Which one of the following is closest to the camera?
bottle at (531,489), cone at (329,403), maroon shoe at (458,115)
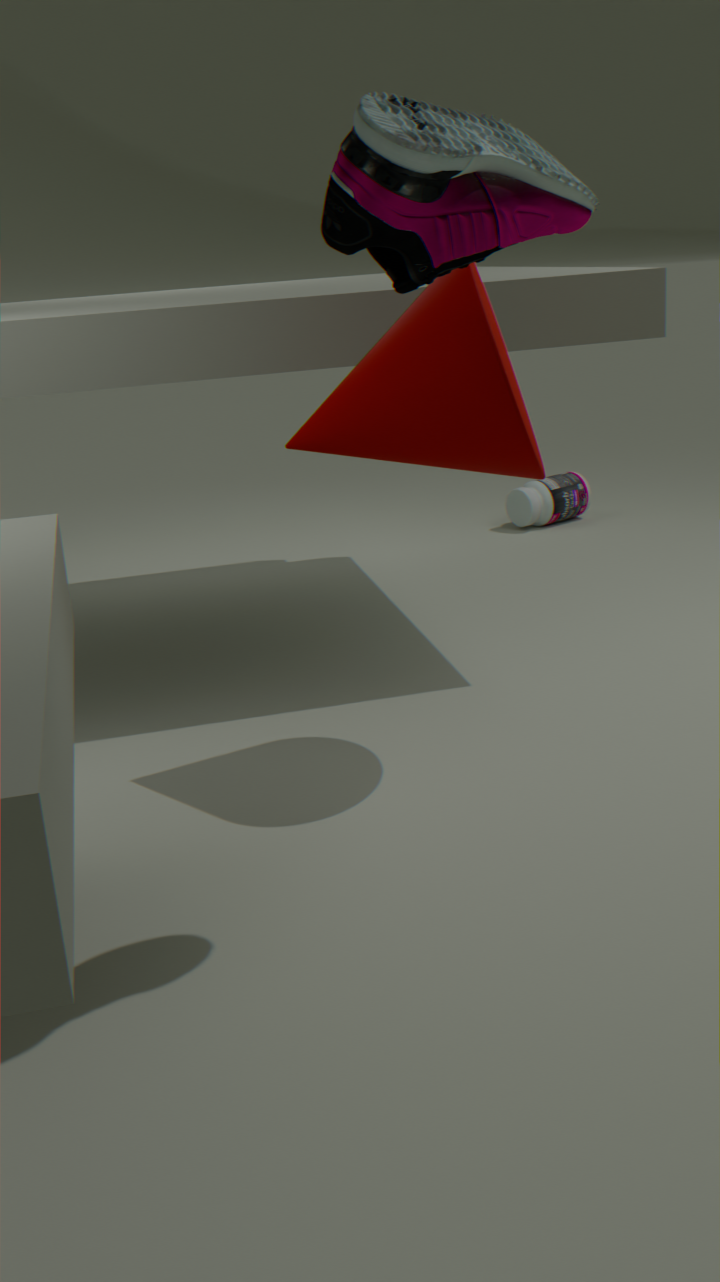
maroon shoe at (458,115)
